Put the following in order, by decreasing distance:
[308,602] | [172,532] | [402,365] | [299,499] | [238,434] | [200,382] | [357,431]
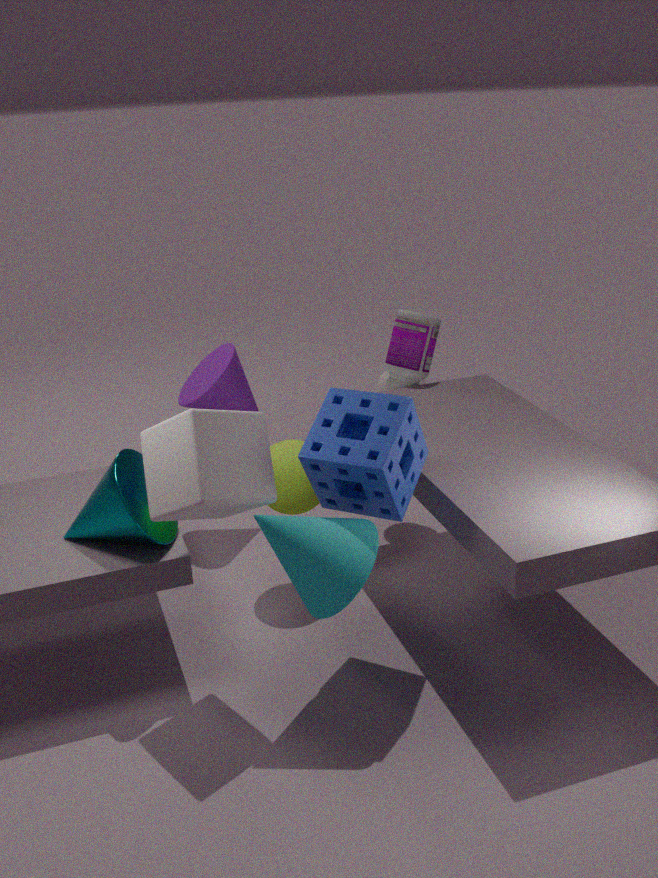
[200,382], [402,365], [299,499], [172,532], [357,431], [308,602], [238,434]
